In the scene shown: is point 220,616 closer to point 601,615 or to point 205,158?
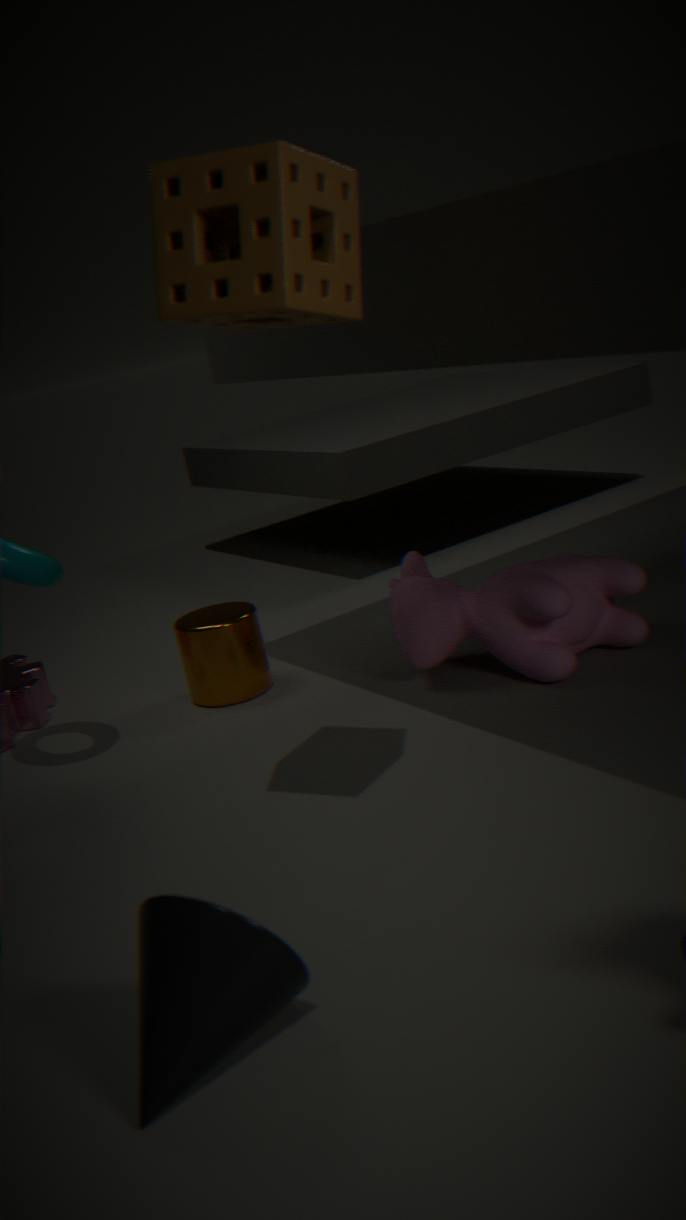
point 601,615
